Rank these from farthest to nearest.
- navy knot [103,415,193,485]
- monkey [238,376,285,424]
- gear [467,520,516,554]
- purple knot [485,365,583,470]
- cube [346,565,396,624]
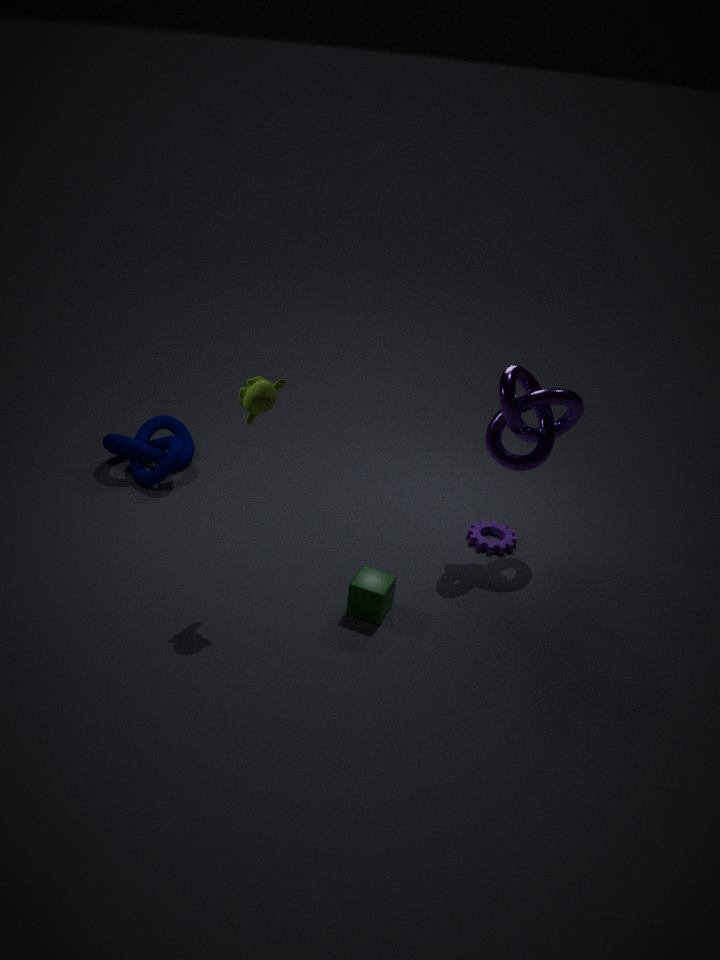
navy knot [103,415,193,485]
gear [467,520,516,554]
purple knot [485,365,583,470]
cube [346,565,396,624]
monkey [238,376,285,424]
